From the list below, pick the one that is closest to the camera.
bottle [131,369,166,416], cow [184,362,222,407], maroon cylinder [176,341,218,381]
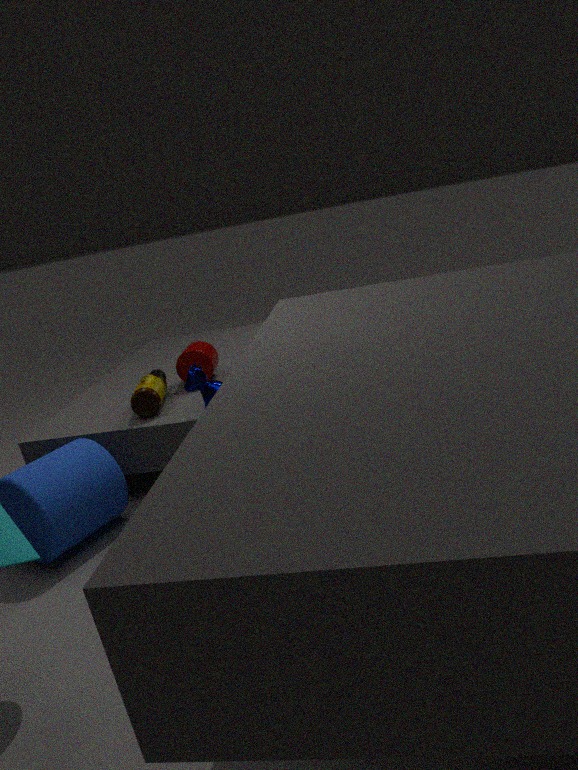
cow [184,362,222,407]
